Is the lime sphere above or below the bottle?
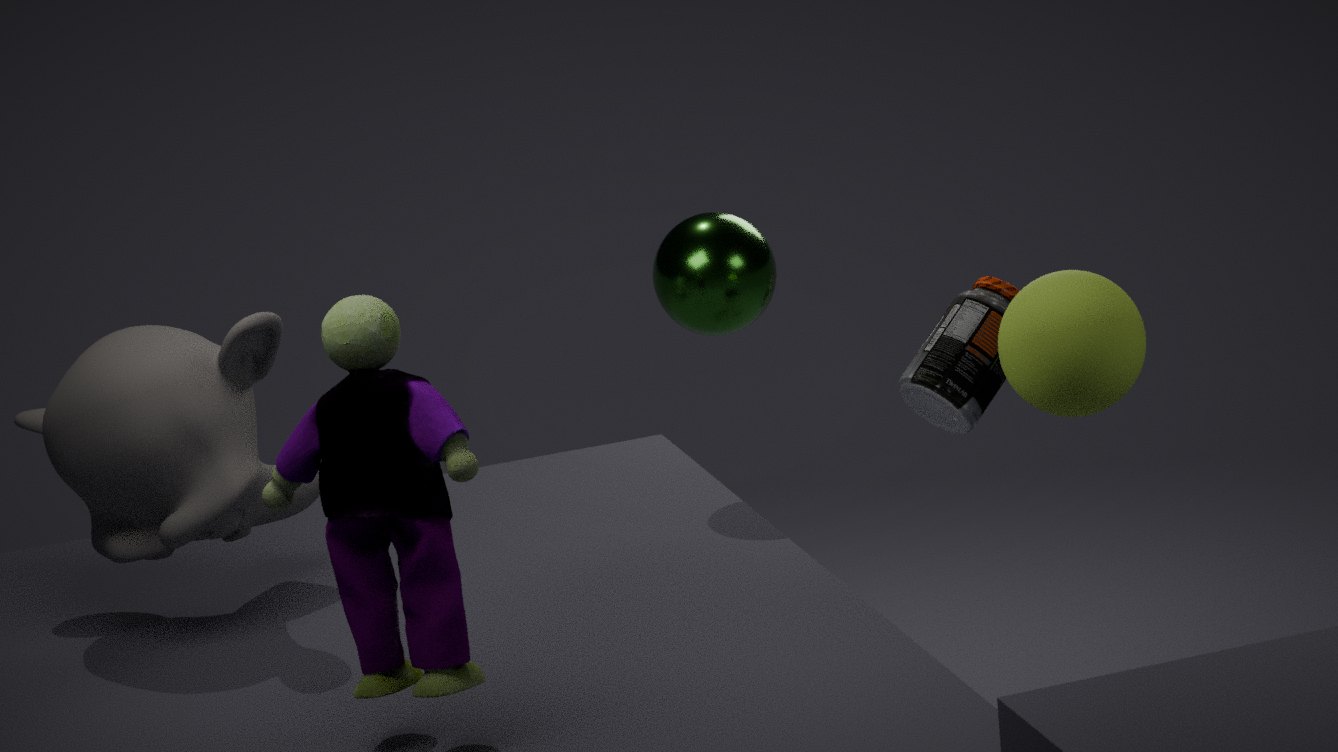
above
